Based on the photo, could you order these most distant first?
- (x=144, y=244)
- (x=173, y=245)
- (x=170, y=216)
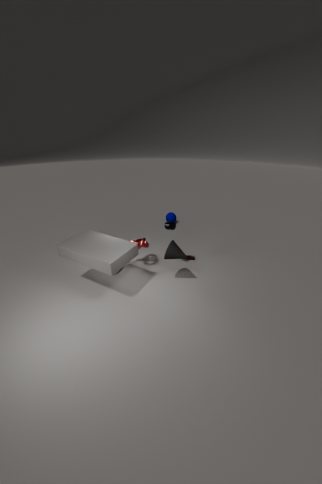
(x=170, y=216), (x=144, y=244), (x=173, y=245)
